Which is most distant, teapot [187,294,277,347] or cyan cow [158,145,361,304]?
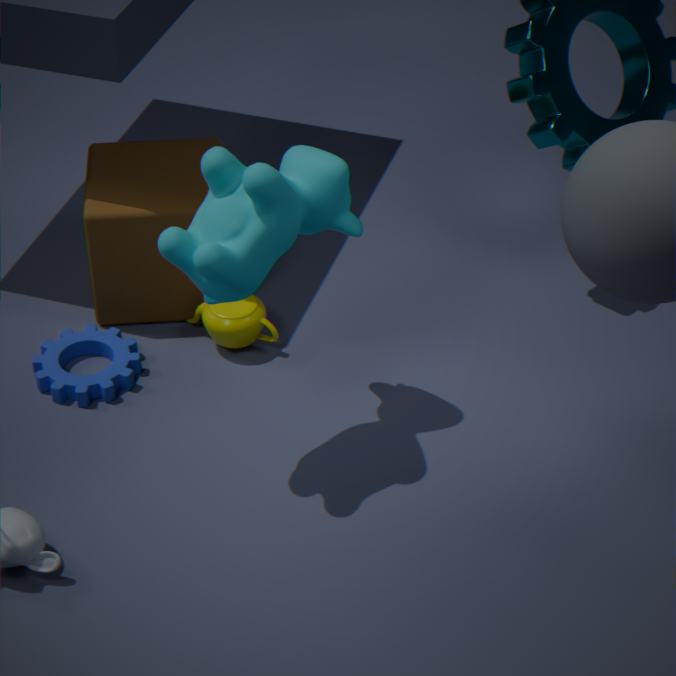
teapot [187,294,277,347]
